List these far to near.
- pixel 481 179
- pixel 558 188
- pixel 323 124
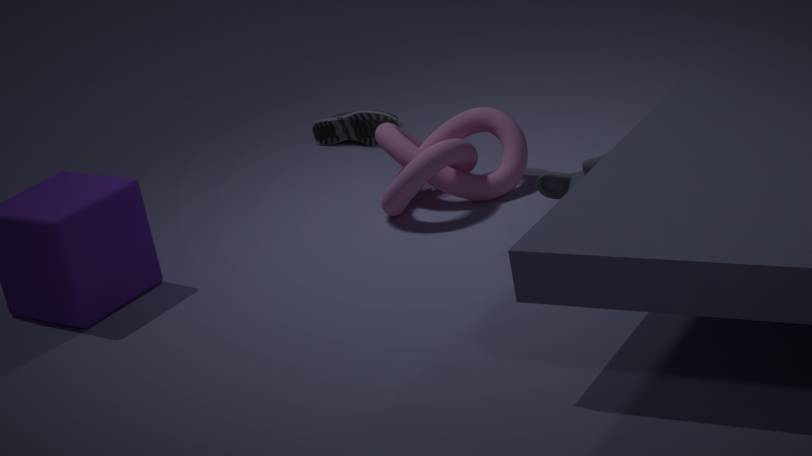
pixel 323 124 < pixel 481 179 < pixel 558 188
